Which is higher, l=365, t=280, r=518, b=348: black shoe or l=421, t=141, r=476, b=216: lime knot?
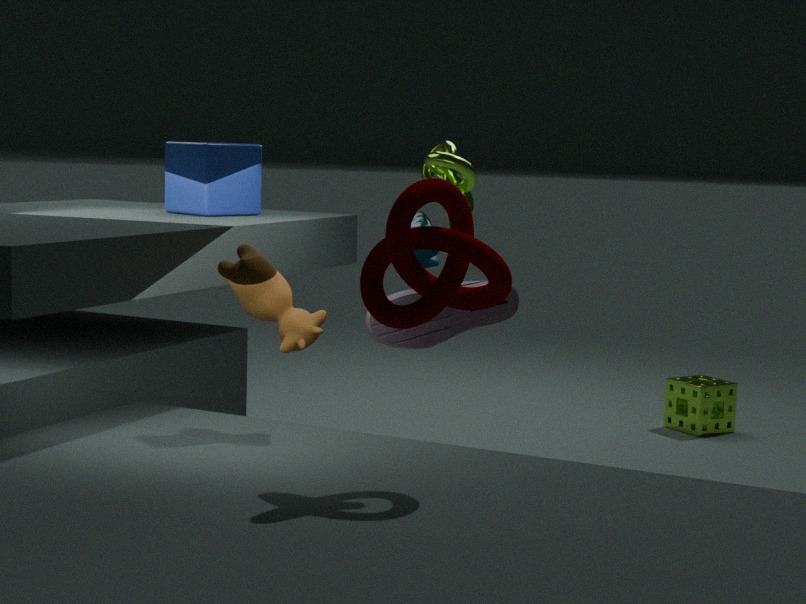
l=421, t=141, r=476, b=216: lime knot
